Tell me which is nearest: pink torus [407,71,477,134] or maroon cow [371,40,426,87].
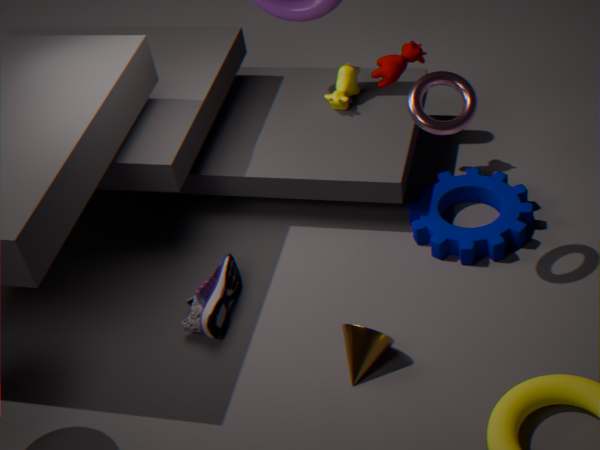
pink torus [407,71,477,134]
